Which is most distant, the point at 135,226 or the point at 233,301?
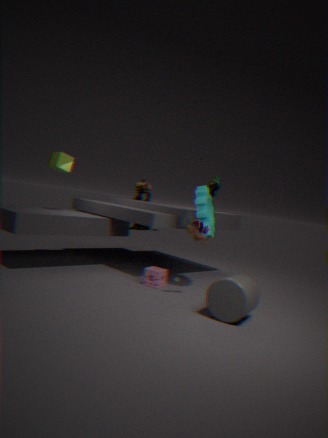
the point at 135,226
